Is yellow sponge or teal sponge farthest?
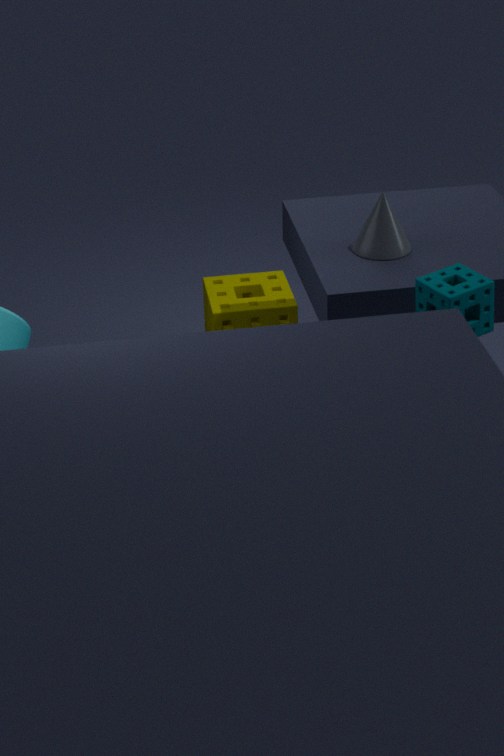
yellow sponge
